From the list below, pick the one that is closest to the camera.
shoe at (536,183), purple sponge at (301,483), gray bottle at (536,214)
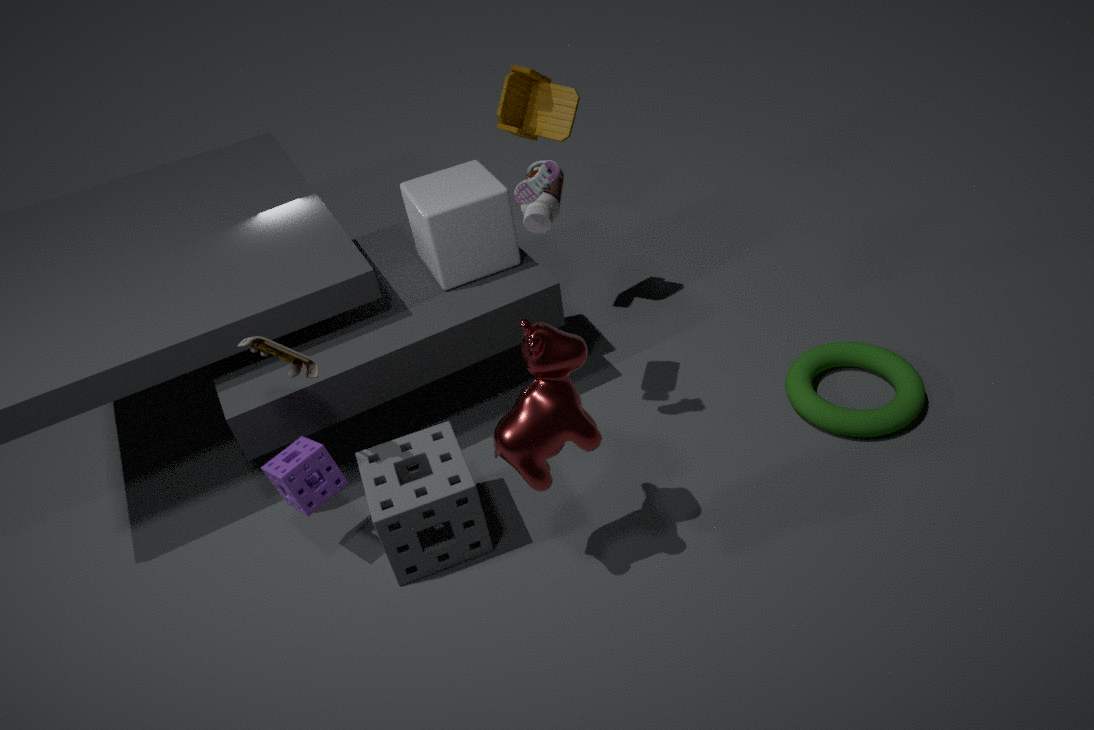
shoe at (536,183)
